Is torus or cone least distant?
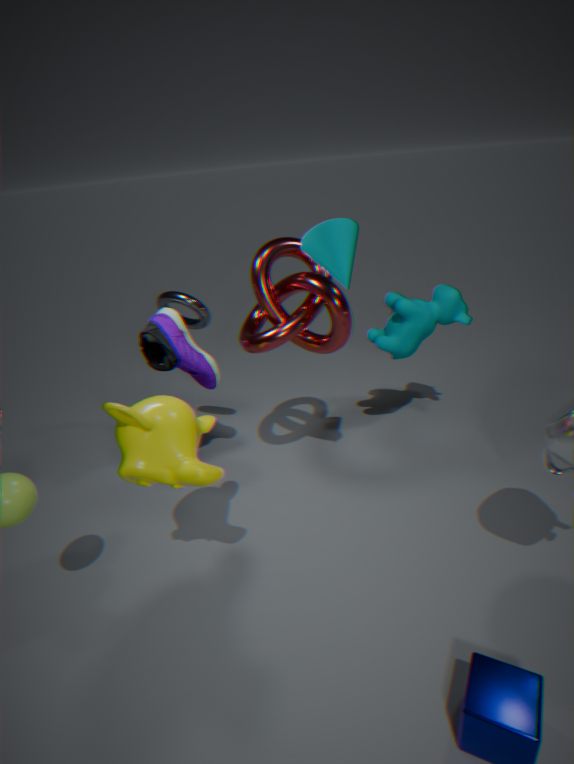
cone
